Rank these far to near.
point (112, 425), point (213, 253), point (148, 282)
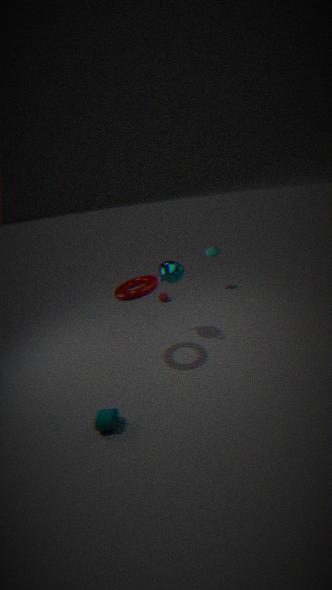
point (213, 253)
point (148, 282)
point (112, 425)
